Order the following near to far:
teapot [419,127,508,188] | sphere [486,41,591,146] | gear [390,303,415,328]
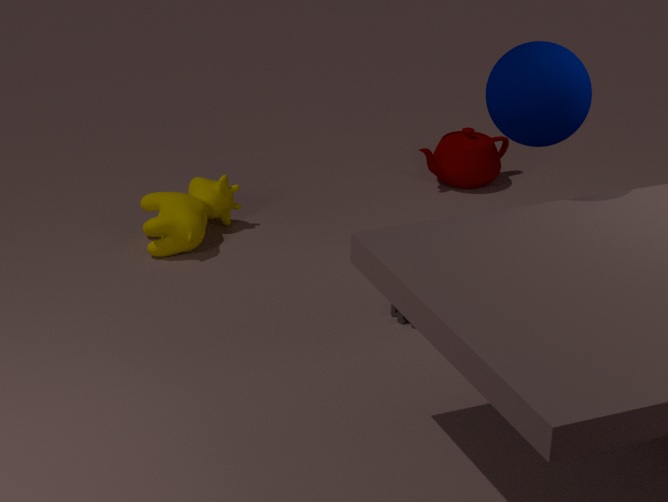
sphere [486,41,591,146], gear [390,303,415,328], teapot [419,127,508,188]
